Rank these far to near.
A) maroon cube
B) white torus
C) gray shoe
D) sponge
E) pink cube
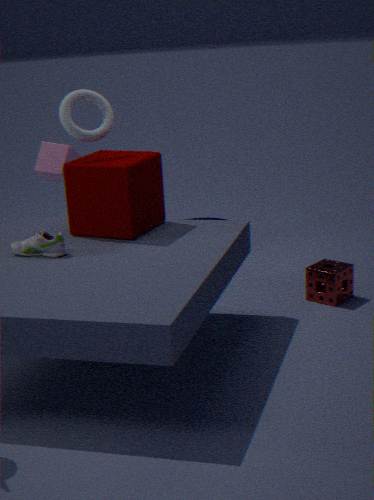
pink cube
sponge
white torus
maroon cube
gray shoe
